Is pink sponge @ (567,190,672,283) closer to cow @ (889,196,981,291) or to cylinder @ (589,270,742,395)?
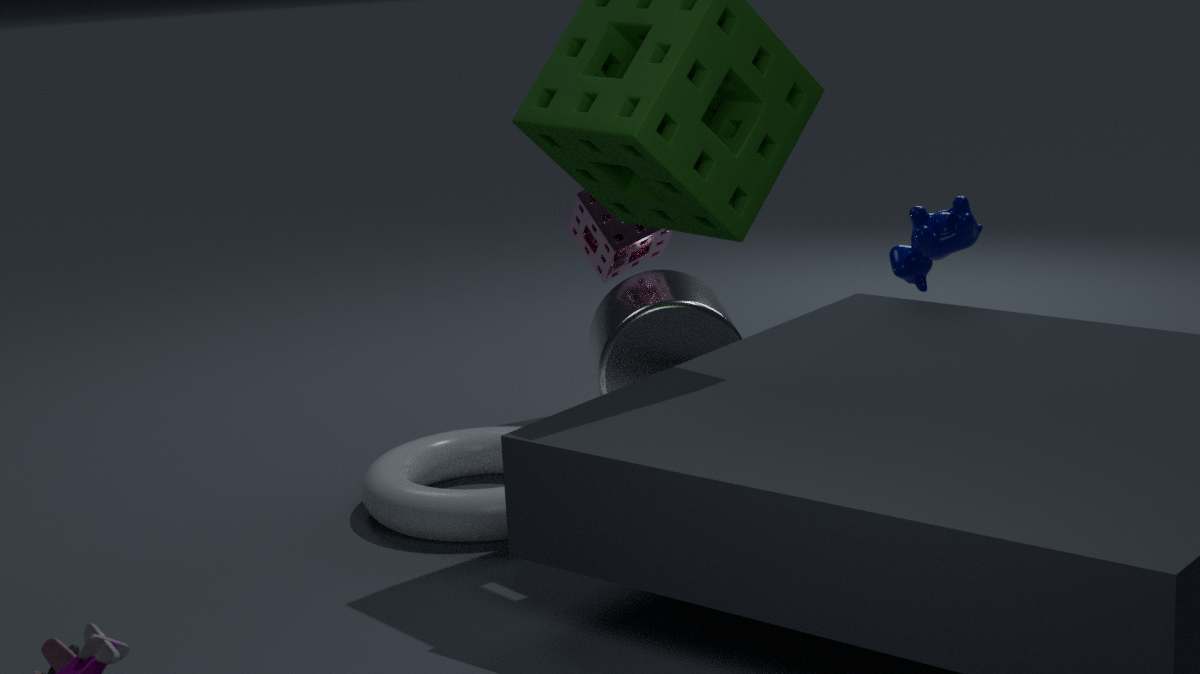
cylinder @ (589,270,742,395)
